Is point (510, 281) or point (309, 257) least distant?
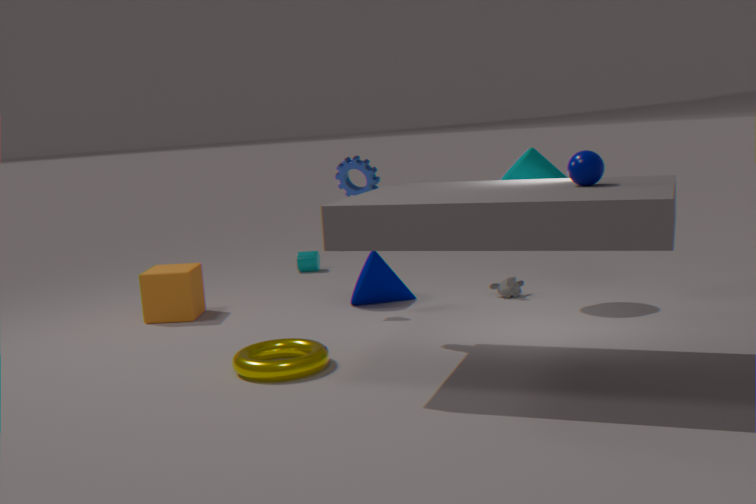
point (510, 281)
